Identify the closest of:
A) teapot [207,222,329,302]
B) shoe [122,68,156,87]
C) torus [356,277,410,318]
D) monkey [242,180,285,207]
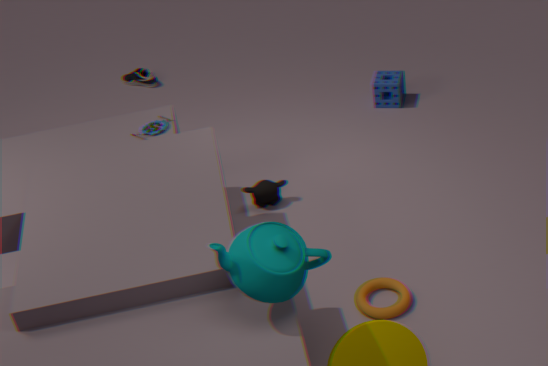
teapot [207,222,329,302]
